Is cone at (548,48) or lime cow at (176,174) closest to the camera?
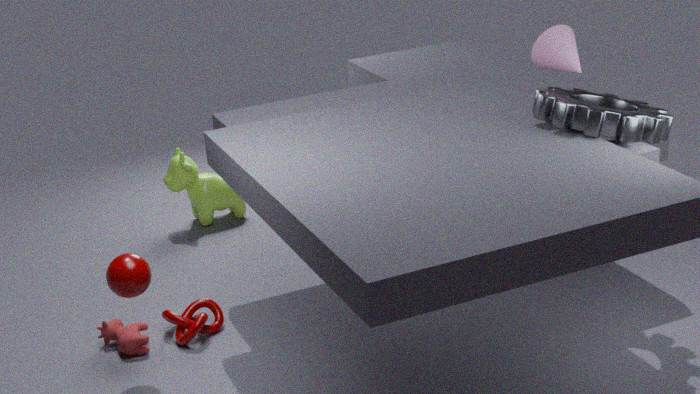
cone at (548,48)
